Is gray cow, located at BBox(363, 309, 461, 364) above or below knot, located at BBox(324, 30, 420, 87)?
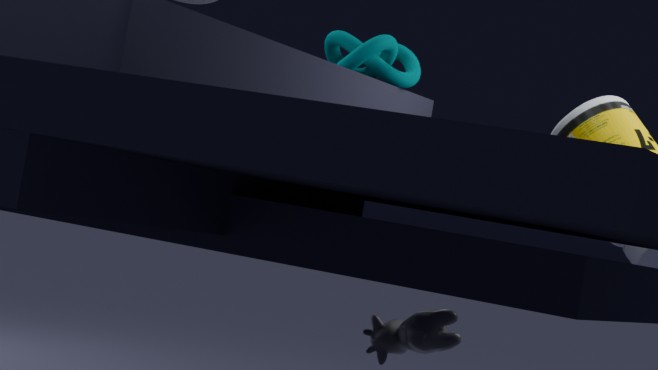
below
